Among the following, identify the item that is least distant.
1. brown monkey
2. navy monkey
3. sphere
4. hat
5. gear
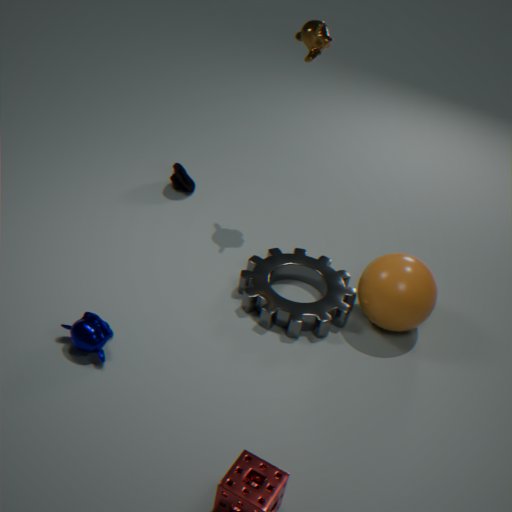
navy monkey
